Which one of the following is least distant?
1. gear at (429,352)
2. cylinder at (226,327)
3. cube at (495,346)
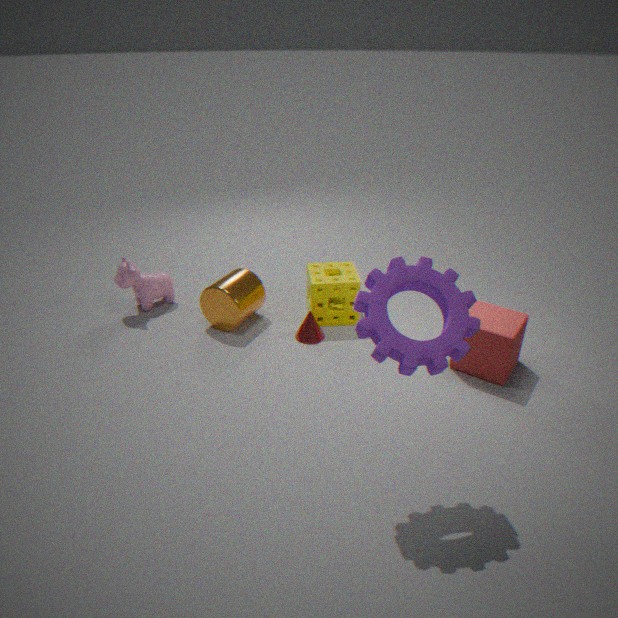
gear at (429,352)
